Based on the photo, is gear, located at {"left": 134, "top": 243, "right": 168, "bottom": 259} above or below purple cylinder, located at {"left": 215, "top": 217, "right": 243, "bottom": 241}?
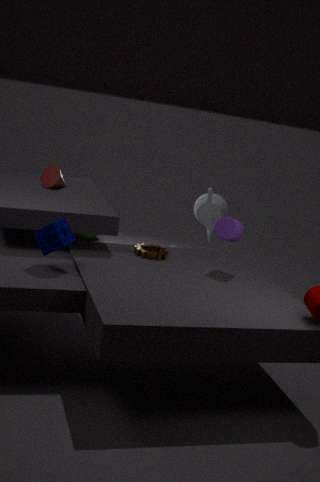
below
